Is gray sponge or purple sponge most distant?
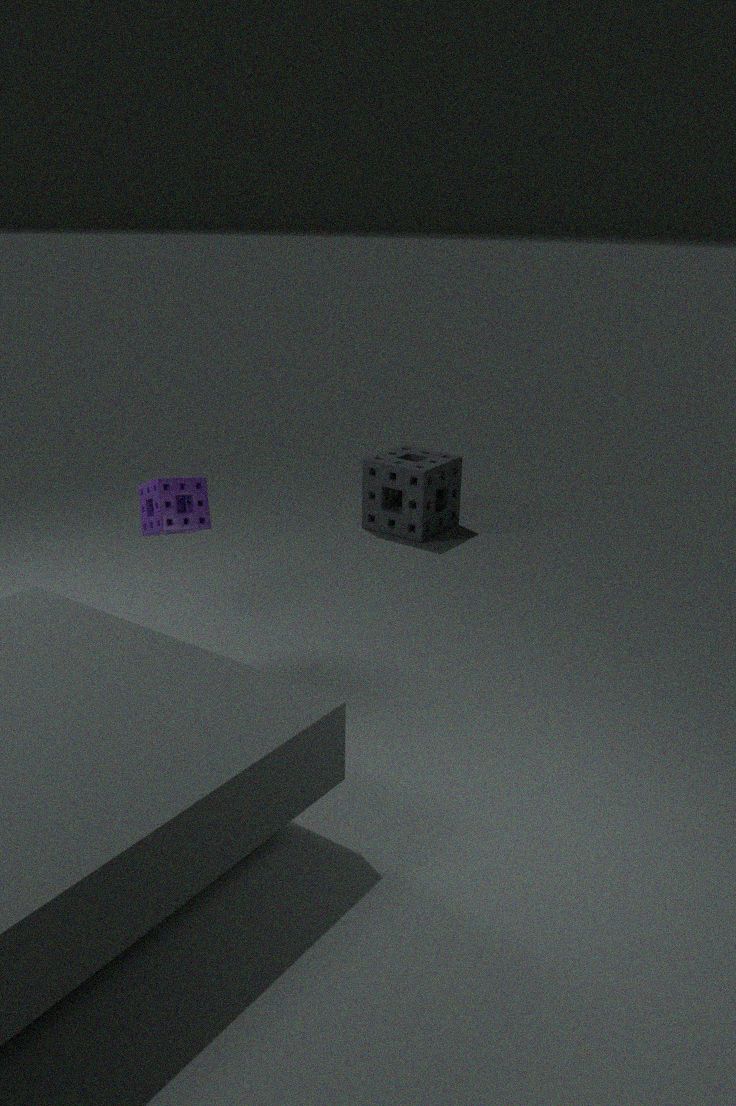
gray sponge
